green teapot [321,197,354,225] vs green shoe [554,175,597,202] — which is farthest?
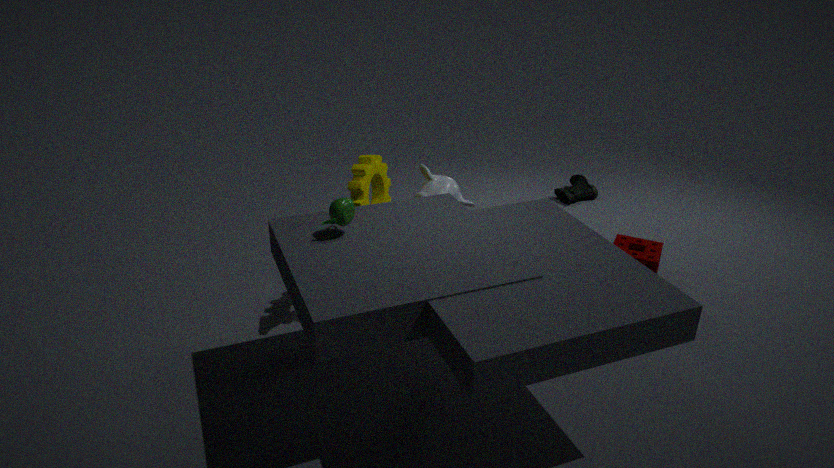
green shoe [554,175,597,202]
